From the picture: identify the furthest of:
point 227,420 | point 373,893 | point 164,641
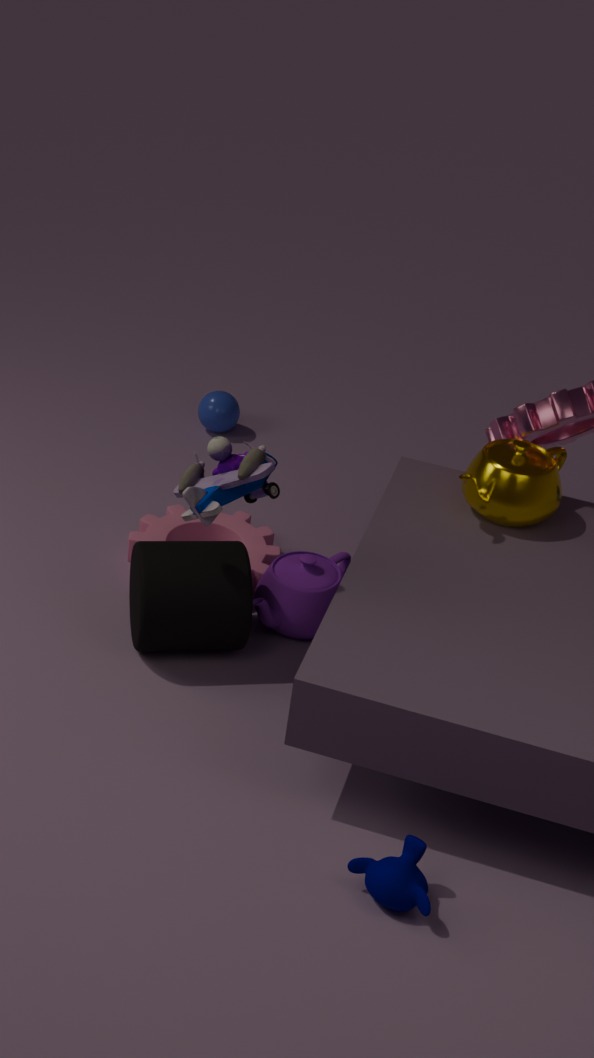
point 227,420
